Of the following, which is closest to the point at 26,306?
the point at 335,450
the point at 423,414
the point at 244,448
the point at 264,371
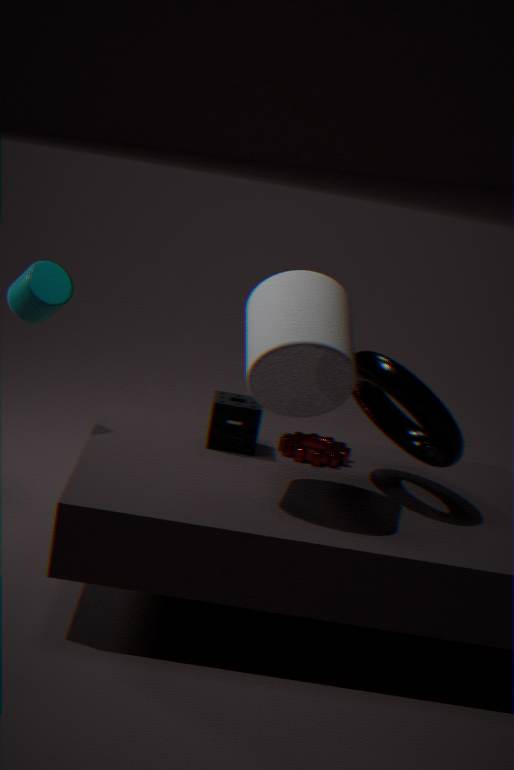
the point at 244,448
